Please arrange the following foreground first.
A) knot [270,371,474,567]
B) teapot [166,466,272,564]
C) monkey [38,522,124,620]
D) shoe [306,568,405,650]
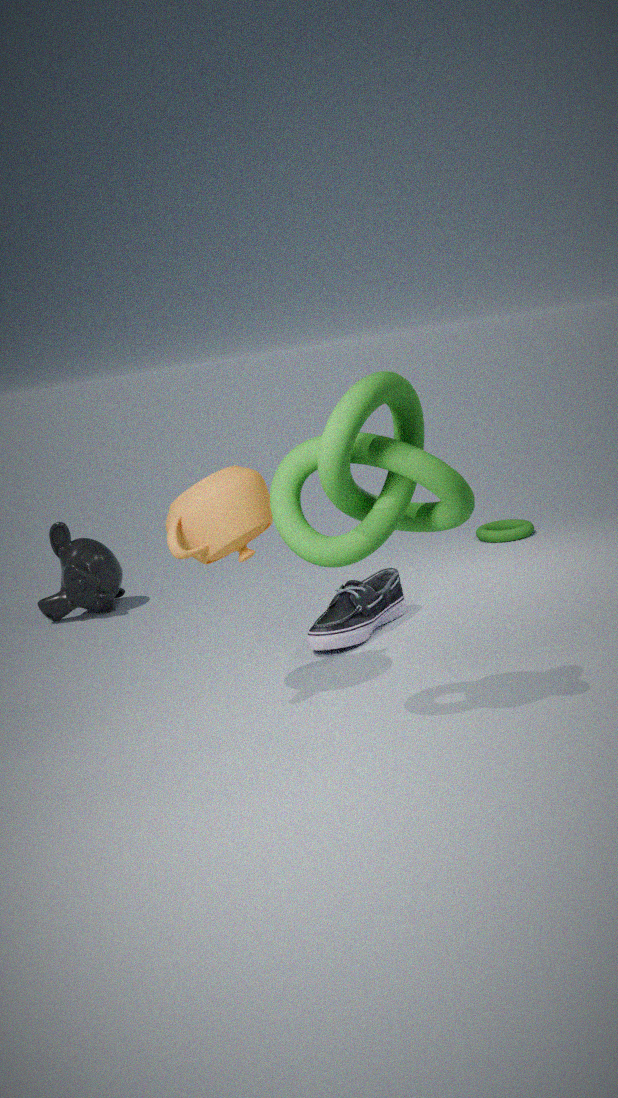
knot [270,371,474,567]
teapot [166,466,272,564]
shoe [306,568,405,650]
monkey [38,522,124,620]
